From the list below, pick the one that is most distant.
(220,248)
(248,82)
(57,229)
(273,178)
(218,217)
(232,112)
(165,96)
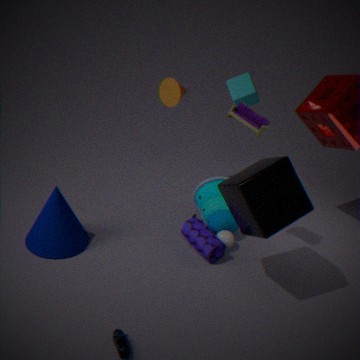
(165,96)
